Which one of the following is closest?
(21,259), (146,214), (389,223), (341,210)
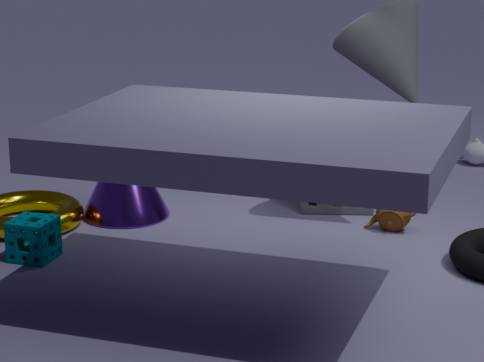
(21,259)
